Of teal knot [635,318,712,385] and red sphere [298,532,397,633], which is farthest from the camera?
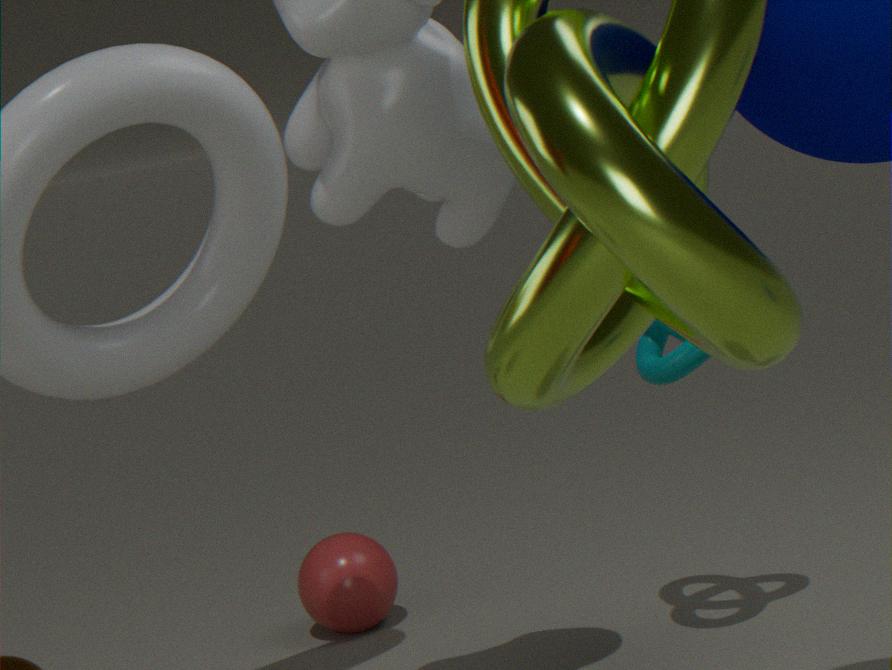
red sphere [298,532,397,633]
